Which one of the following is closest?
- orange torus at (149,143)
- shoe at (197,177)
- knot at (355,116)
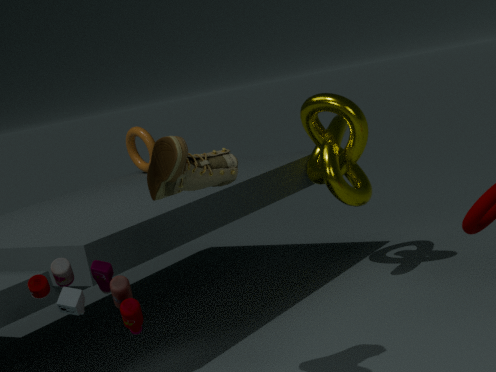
shoe at (197,177)
